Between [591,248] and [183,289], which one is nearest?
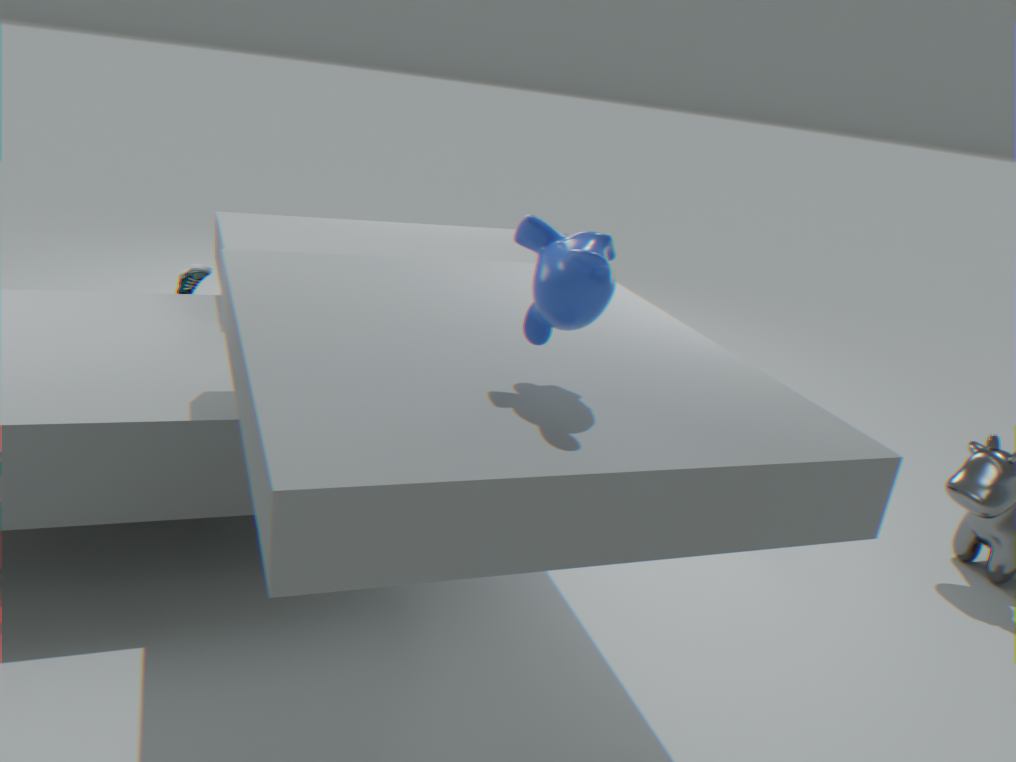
[591,248]
